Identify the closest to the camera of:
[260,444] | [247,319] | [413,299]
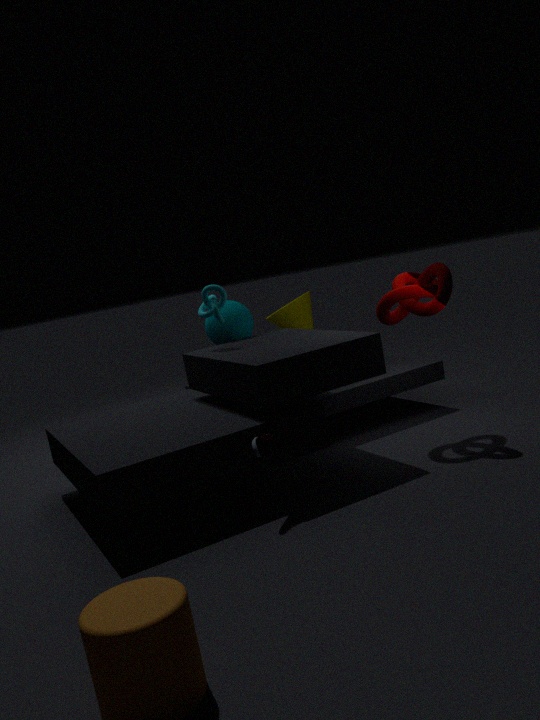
[260,444]
